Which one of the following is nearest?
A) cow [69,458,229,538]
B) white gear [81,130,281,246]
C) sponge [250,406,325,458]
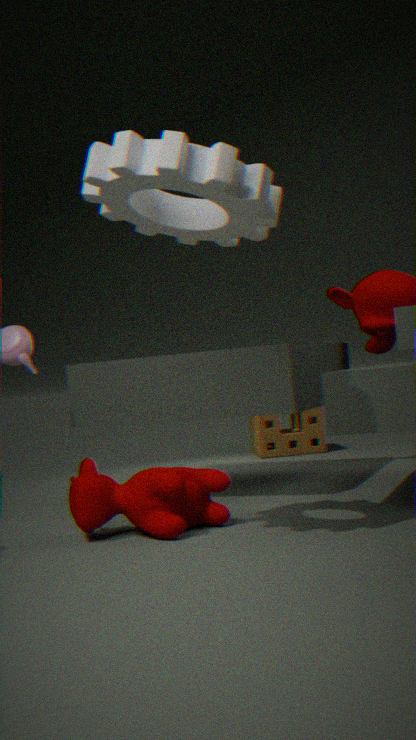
white gear [81,130,281,246]
